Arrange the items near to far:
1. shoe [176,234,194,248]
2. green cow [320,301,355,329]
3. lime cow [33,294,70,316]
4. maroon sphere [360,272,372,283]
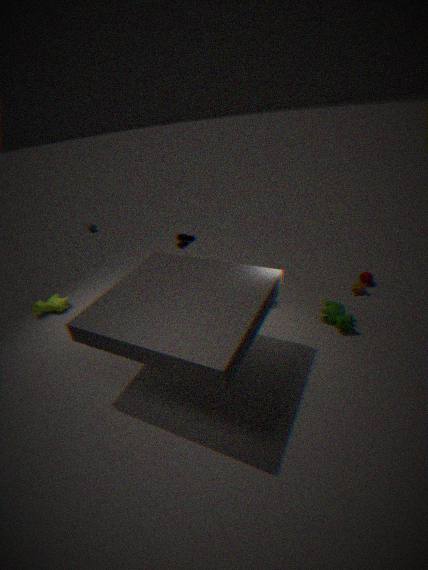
1. green cow [320,301,355,329]
2. shoe [176,234,194,248]
3. maroon sphere [360,272,372,283]
4. lime cow [33,294,70,316]
